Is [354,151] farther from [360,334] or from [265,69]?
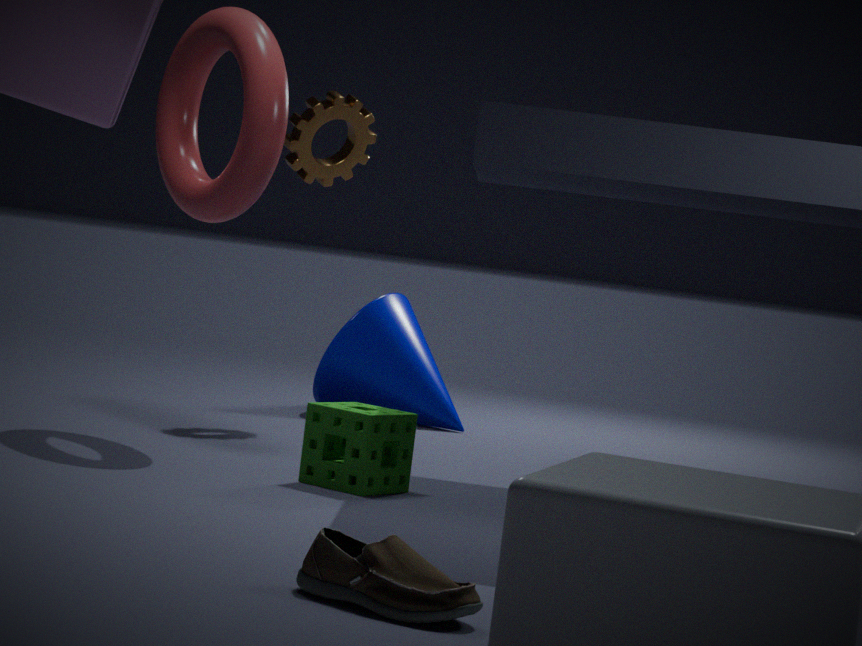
[360,334]
